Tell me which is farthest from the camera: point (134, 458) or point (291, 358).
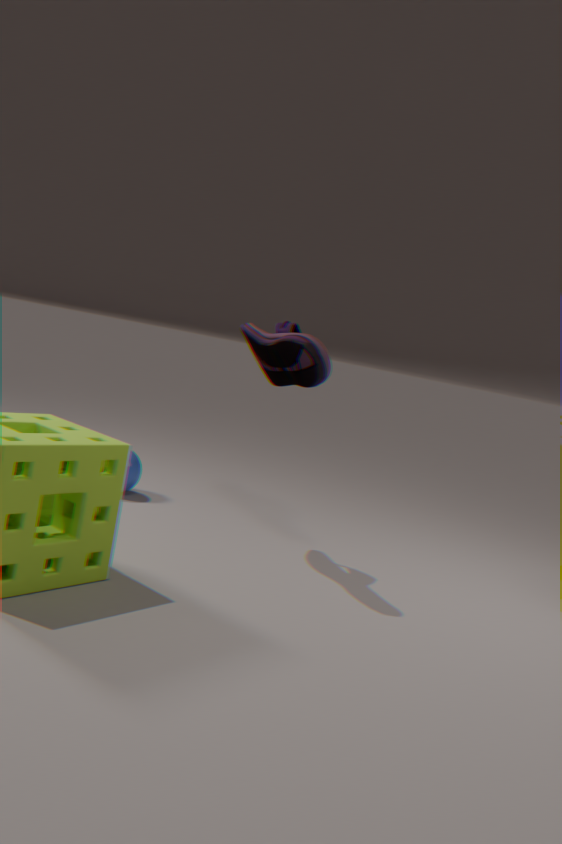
point (134, 458)
